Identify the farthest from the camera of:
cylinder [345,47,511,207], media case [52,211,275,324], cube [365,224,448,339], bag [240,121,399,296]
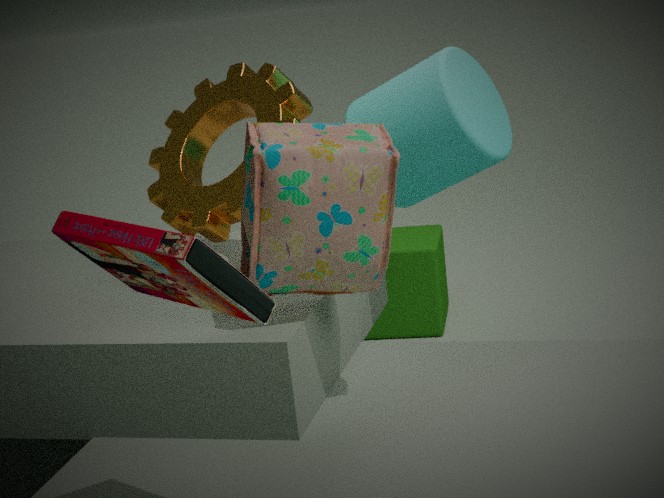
cube [365,224,448,339]
